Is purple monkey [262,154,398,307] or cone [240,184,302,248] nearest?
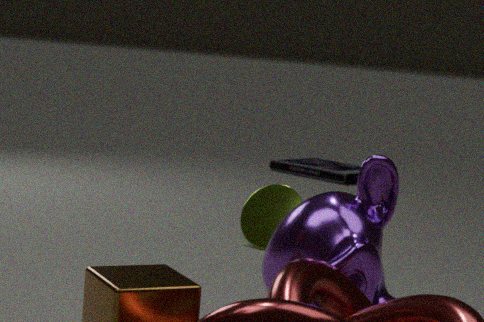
purple monkey [262,154,398,307]
